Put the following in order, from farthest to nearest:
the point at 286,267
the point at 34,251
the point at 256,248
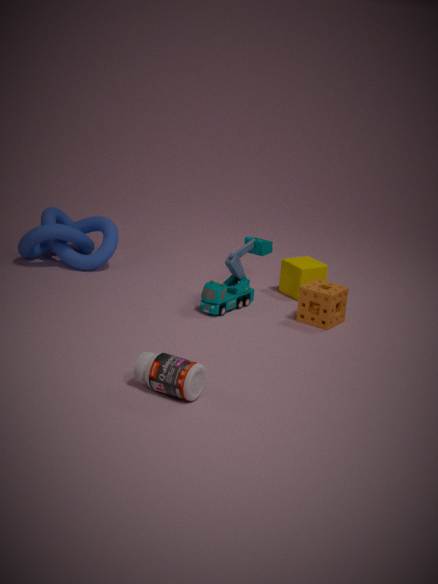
the point at 34,251 < the point at 286,267 < the point at 256,248
